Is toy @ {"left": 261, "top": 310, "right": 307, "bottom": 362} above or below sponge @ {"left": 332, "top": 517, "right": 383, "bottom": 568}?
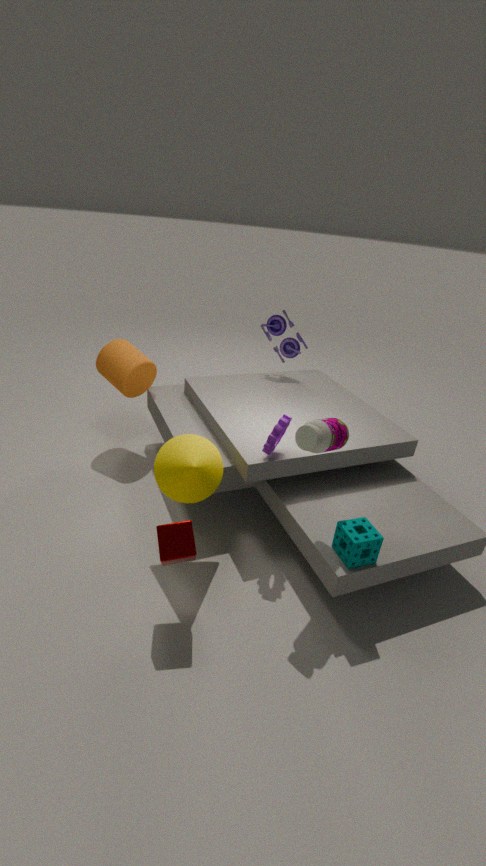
above
